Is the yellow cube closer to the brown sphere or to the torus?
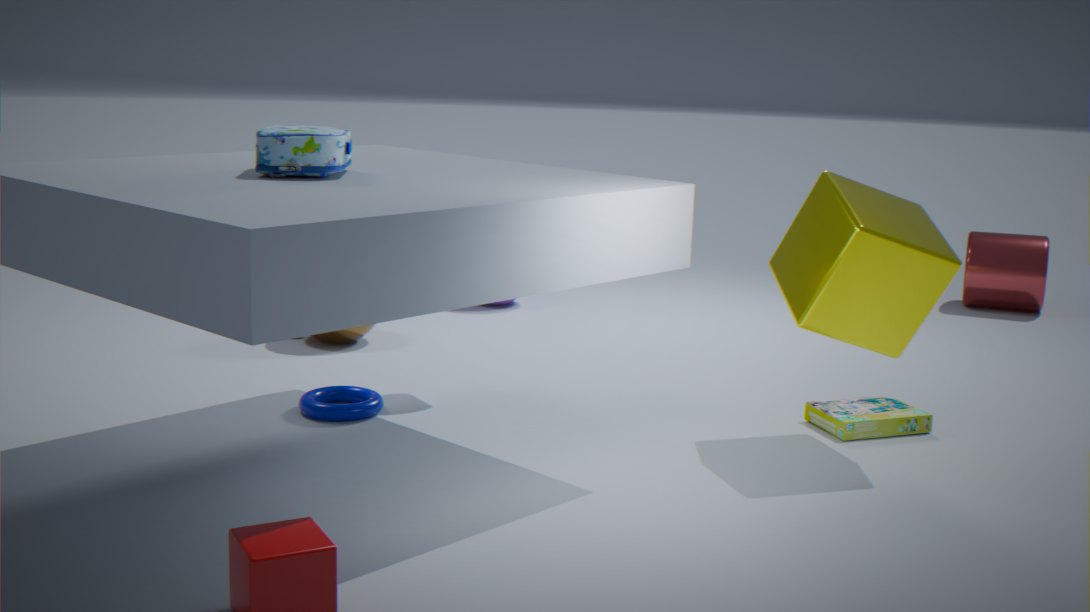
the torus
